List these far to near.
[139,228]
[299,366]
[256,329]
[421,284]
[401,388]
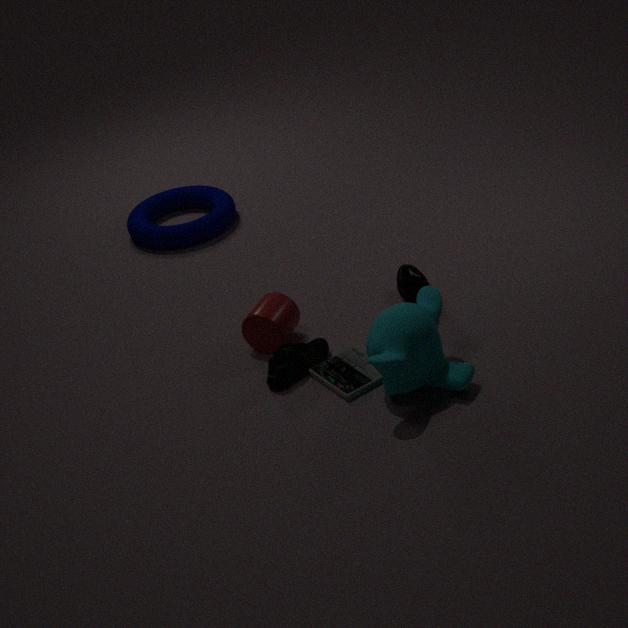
[139,228] < [421,284] < [256,329] < [299,366] < [401,388]
